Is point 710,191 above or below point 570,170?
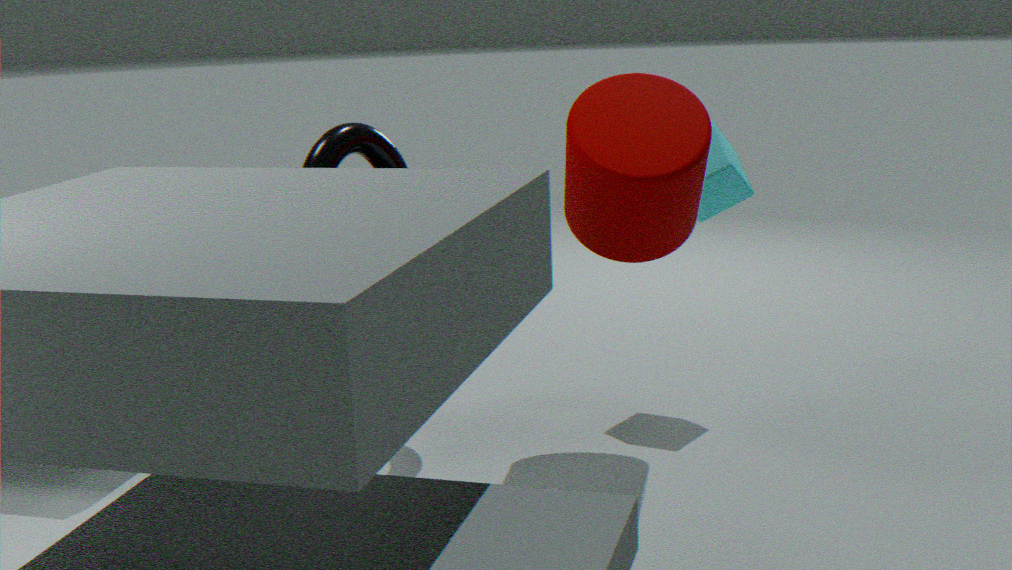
below
